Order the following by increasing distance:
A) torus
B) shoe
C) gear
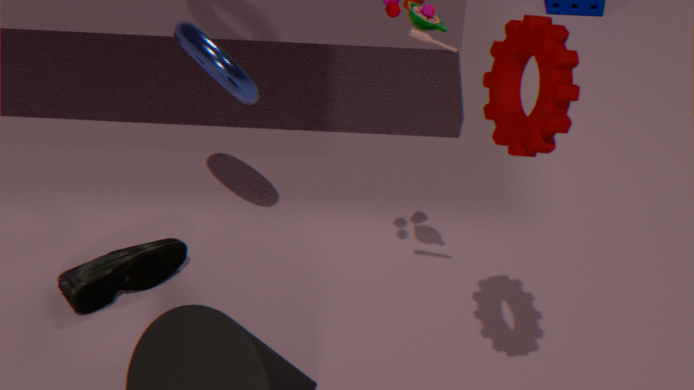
gear < torus < shoe
